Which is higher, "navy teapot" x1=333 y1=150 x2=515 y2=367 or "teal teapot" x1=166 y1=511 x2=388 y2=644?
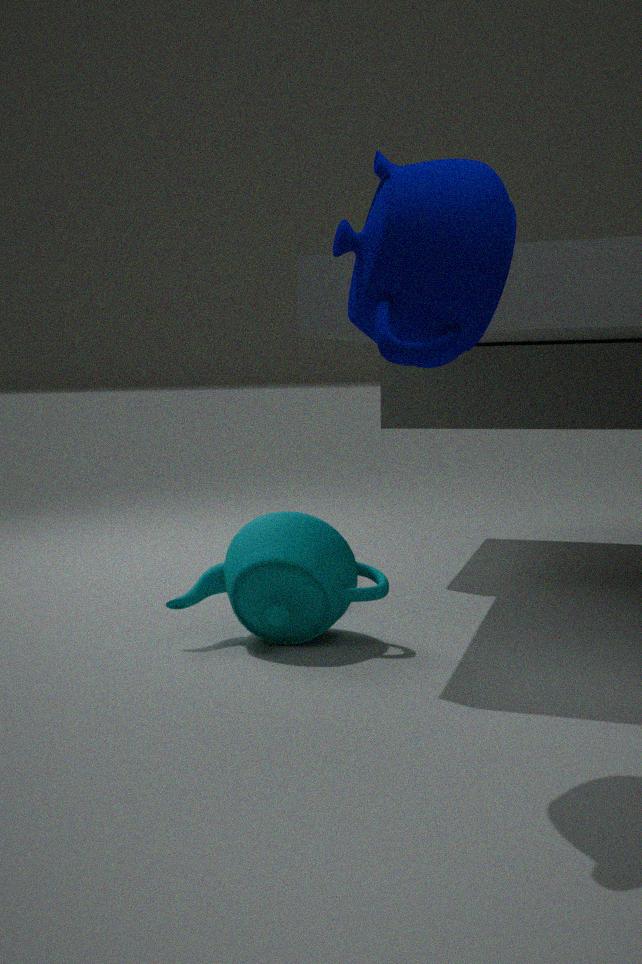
"navy teapot" x1=333 y1=150 x2=515 y2=367
